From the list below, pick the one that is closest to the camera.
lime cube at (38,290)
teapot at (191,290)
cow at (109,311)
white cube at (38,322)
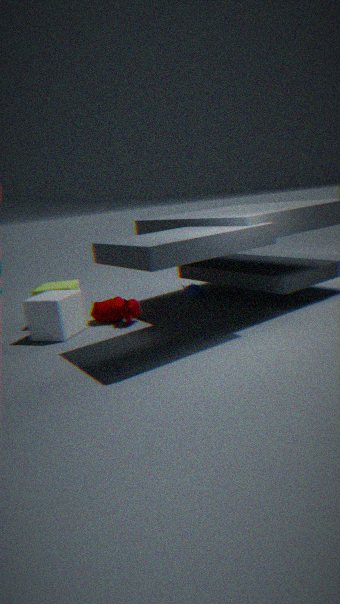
white cube at (38,322)
